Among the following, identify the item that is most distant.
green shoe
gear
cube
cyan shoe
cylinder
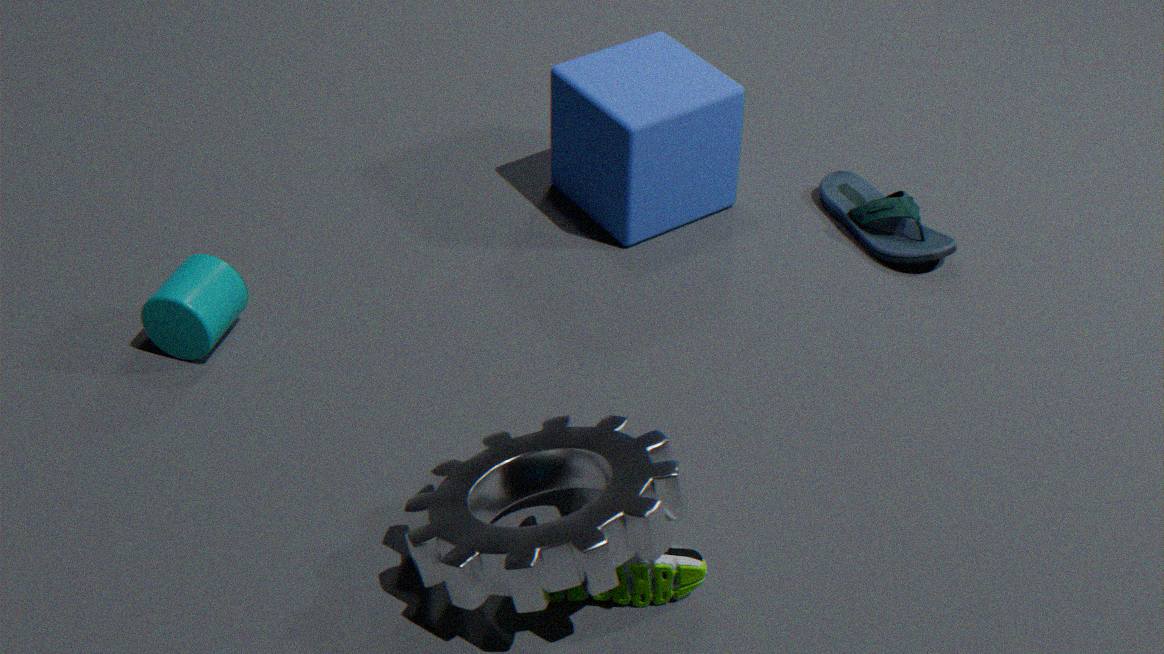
cyan shoe
